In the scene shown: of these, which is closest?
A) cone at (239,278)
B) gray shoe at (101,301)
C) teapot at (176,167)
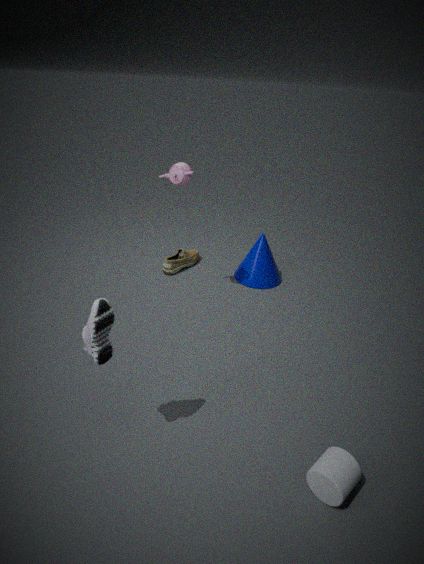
gray shoe at (101,301)
